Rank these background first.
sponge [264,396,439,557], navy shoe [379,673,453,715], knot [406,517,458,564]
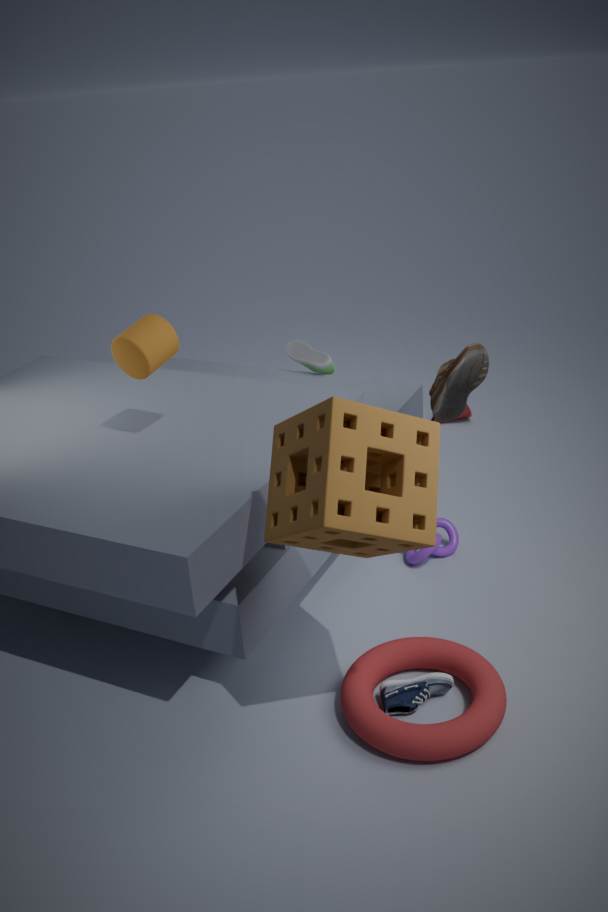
knot [406,517,458,564], navy shoe [379,673,453,715], sponge [264,396,439,557]
